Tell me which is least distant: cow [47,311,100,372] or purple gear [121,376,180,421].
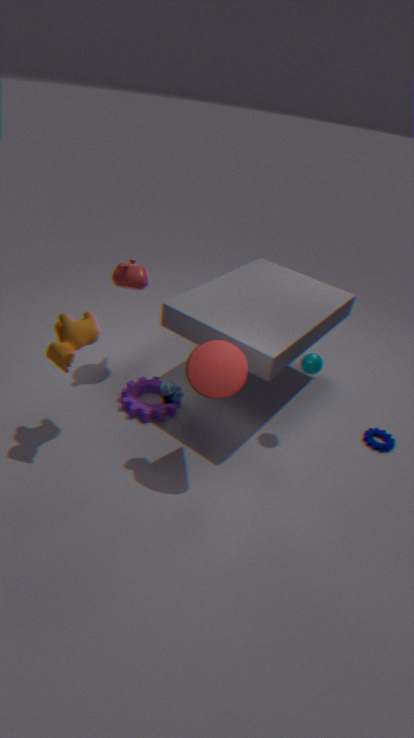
cow [47,311,100,372]
